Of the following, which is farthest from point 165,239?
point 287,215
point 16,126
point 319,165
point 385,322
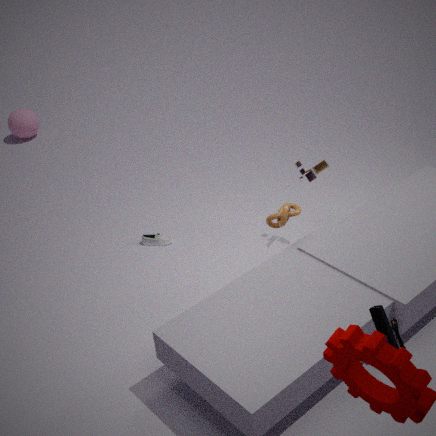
point 16,126
